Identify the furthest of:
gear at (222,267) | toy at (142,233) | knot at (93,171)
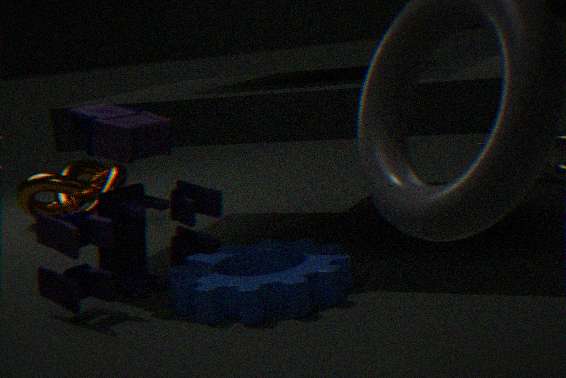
knot at (93,171)
